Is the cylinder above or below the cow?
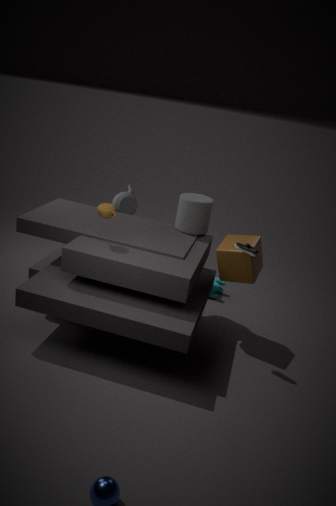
above
